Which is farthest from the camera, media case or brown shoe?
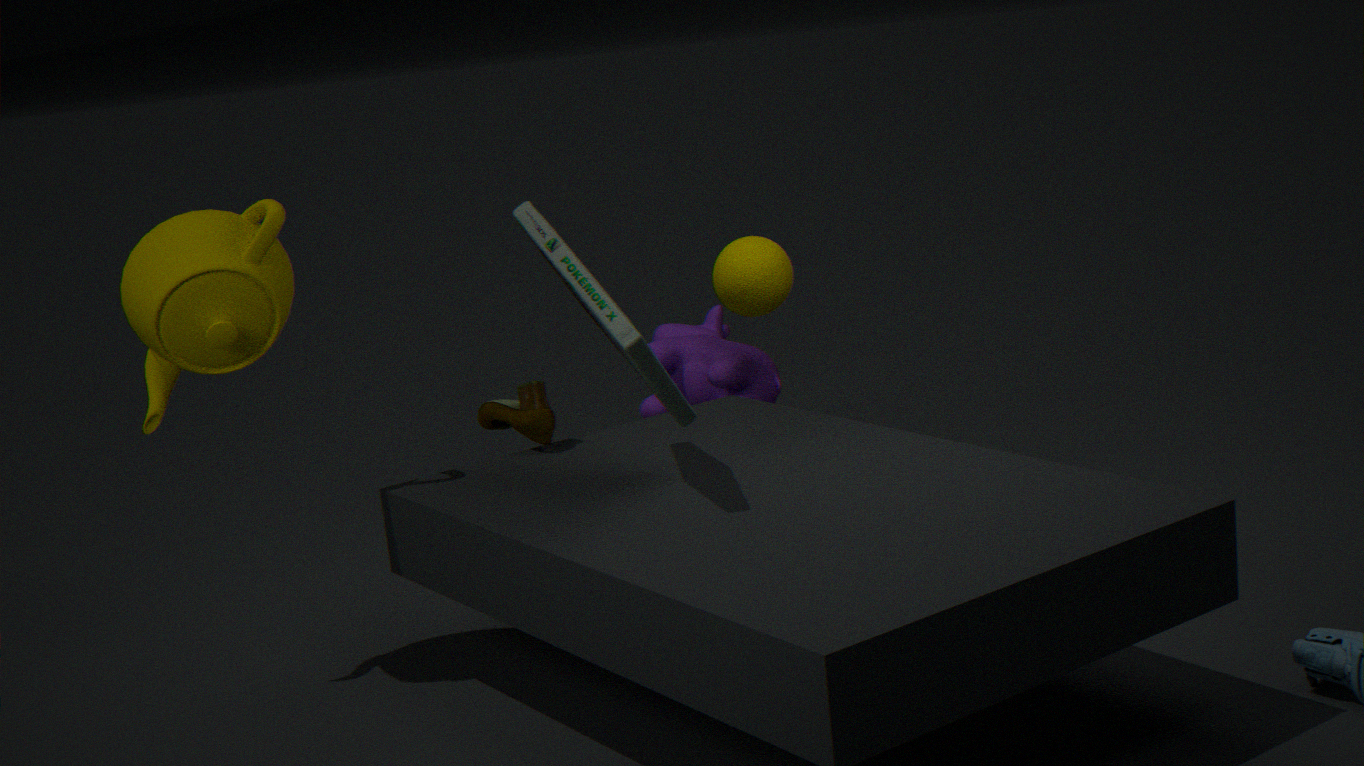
brown shoe
